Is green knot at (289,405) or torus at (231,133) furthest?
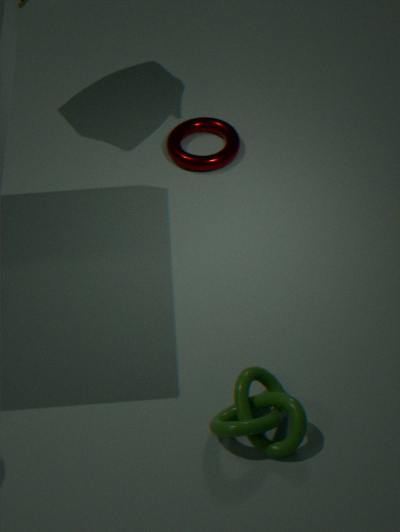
torus at (231,133)
